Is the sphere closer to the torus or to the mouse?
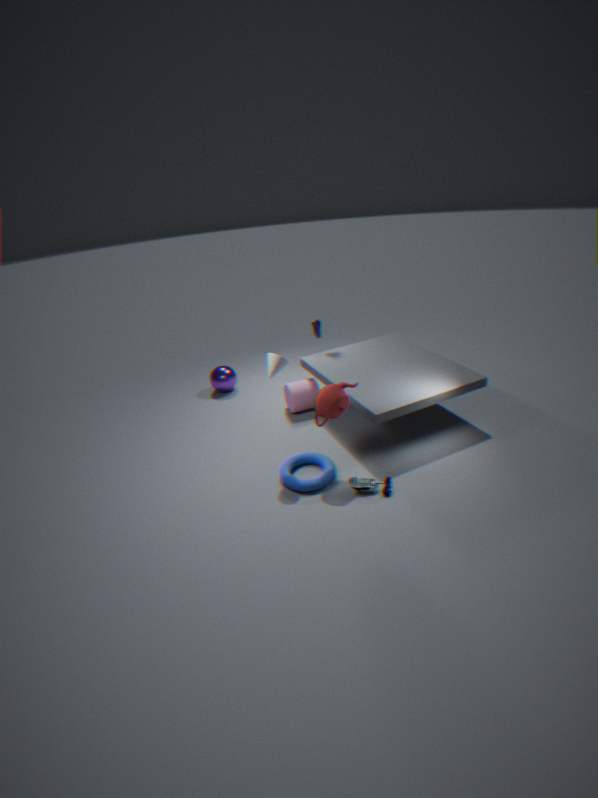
the torus
